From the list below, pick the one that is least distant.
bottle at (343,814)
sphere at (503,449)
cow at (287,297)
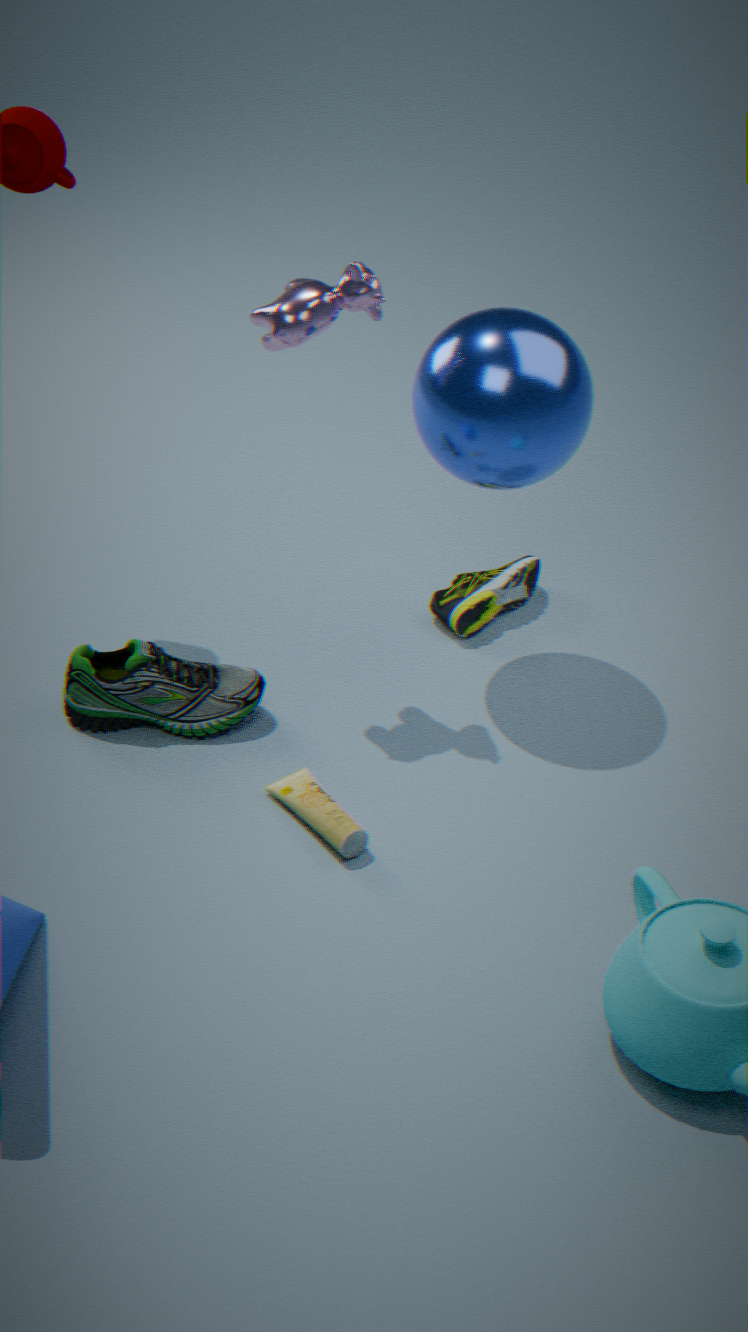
cow at (287,297)
